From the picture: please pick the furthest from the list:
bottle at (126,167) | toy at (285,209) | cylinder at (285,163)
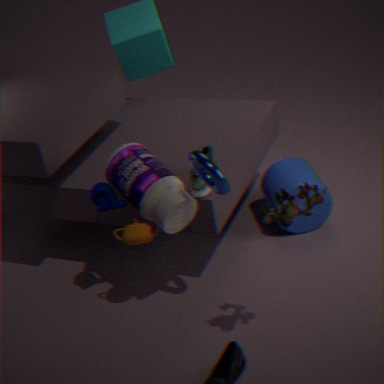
cylinder at (285,163)
